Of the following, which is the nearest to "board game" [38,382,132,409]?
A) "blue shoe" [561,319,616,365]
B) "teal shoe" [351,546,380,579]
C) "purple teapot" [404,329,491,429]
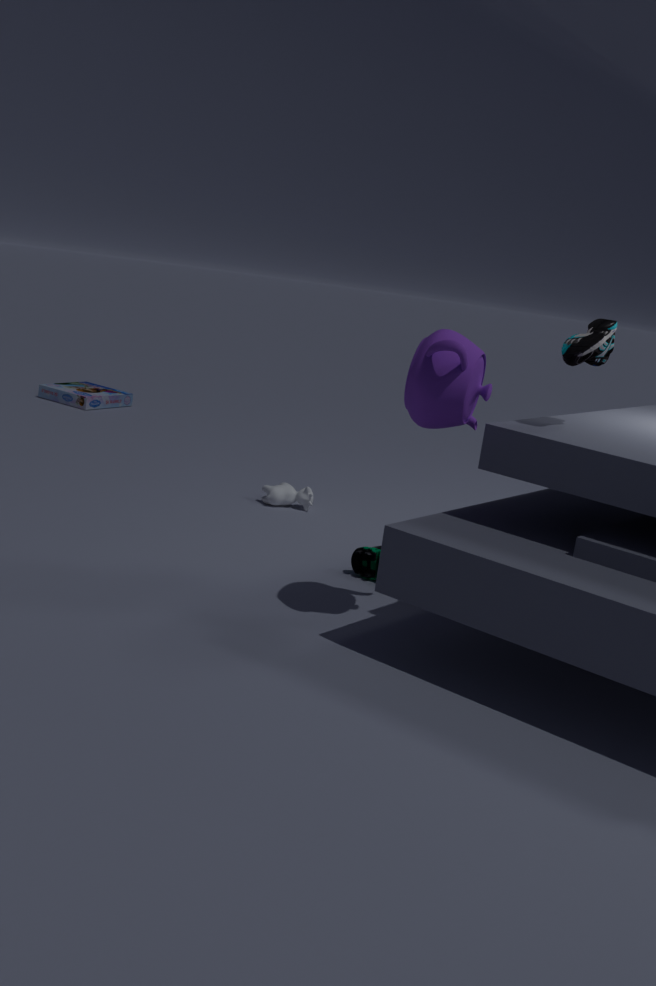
"teal shoe" [351,546,380,579]
